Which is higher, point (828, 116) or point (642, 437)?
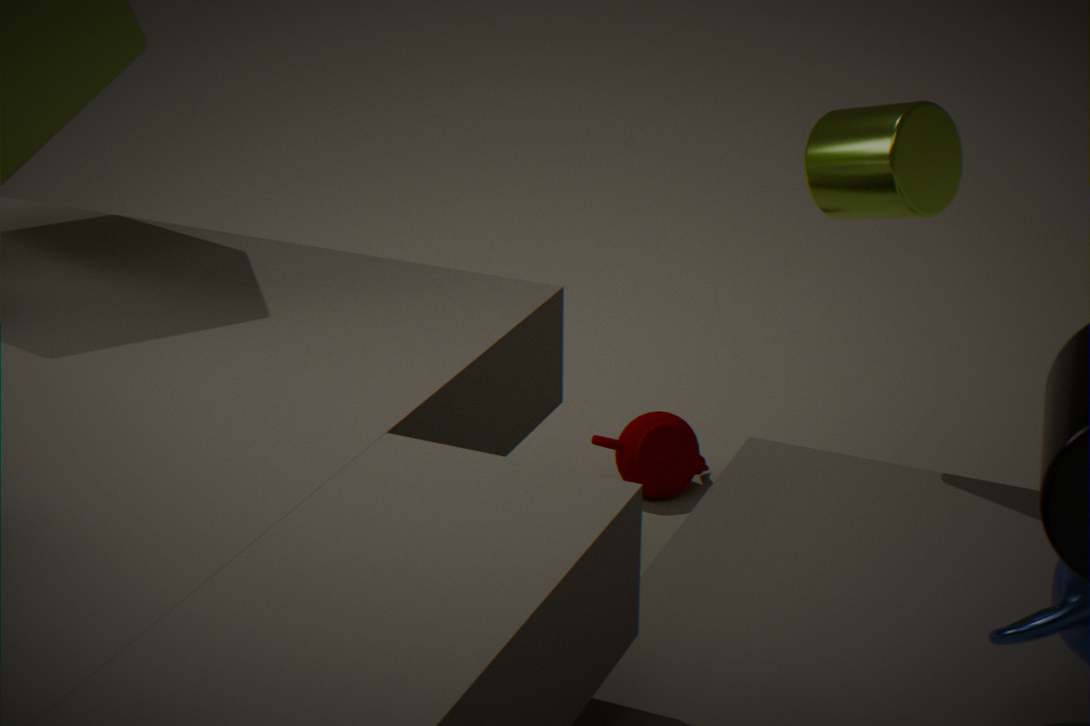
point (828, 116)
